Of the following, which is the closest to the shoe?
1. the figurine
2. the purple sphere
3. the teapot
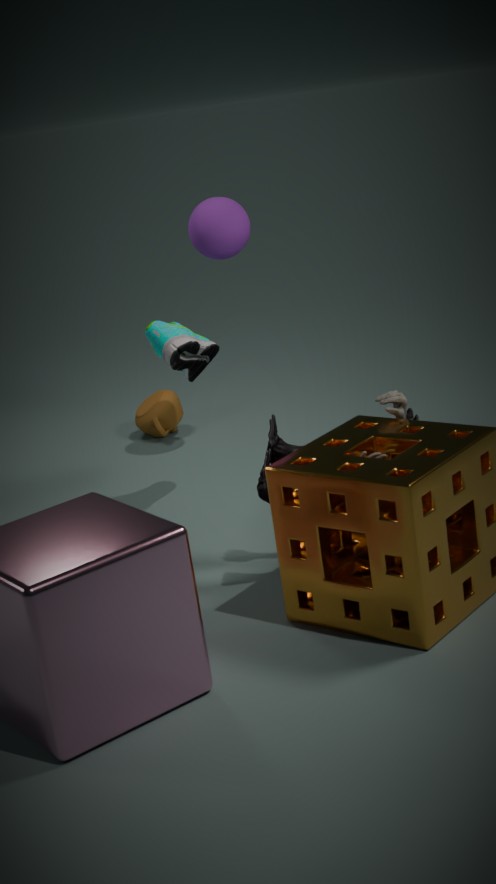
the purple sphere
